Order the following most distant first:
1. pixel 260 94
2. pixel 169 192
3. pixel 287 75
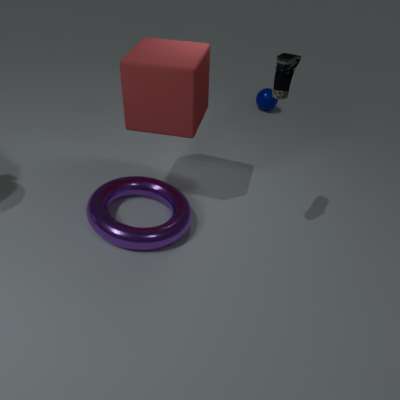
pixel 260 94 < pixel 169 192 < pixel 287 75
